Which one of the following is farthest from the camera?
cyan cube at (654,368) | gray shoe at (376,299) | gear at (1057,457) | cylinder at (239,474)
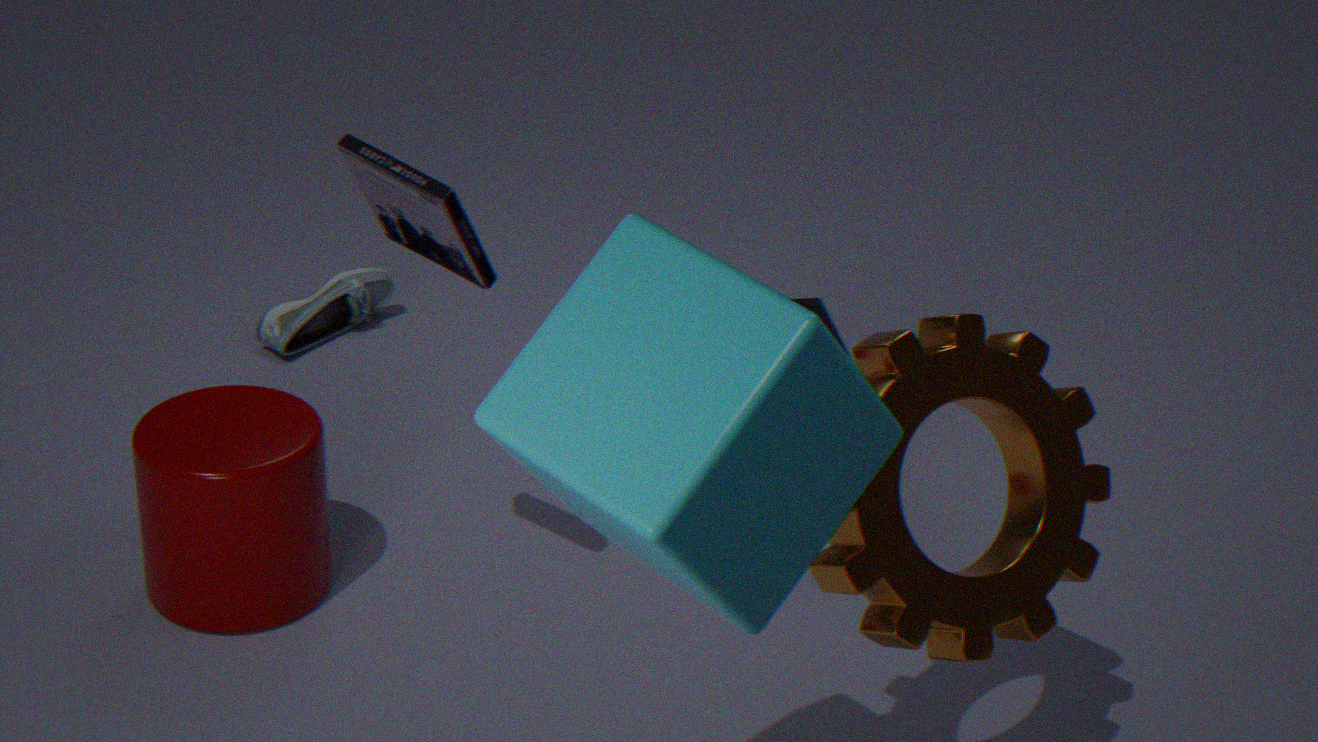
gray shoe at (376,299)
